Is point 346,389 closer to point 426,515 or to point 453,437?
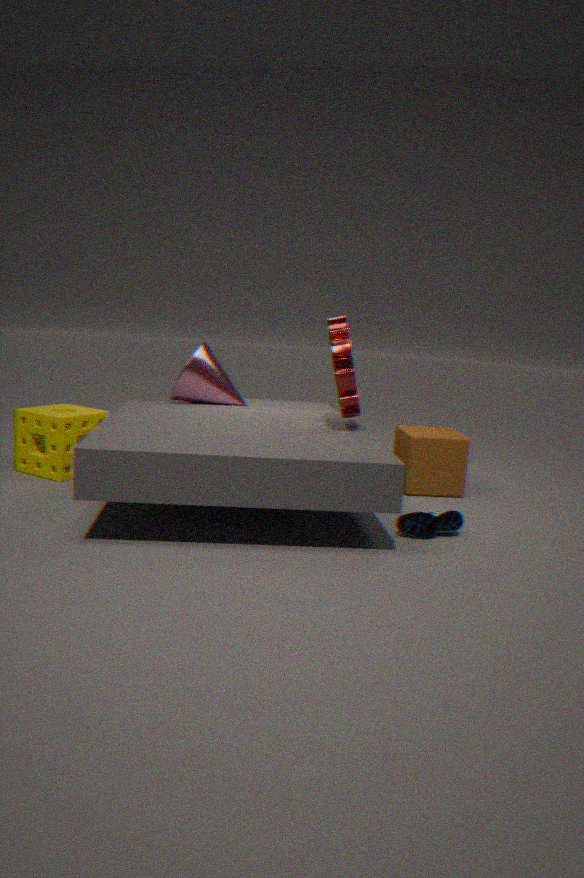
point 453,437
